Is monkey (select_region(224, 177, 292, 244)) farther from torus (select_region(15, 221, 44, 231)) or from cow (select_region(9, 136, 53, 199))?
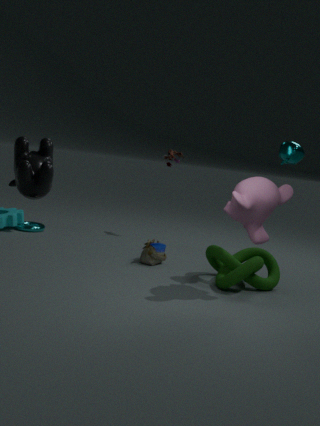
torus (select_region(15, 221, 44, 231))
